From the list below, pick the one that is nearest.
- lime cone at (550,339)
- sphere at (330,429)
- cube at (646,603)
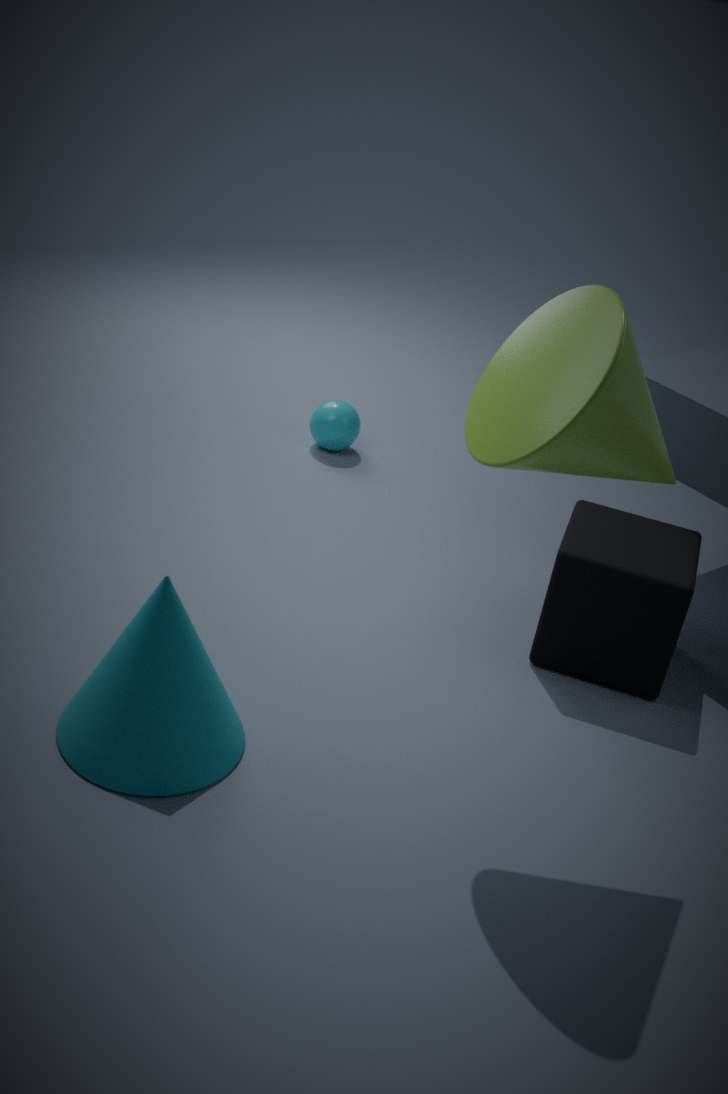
lime cone at (550,339)
